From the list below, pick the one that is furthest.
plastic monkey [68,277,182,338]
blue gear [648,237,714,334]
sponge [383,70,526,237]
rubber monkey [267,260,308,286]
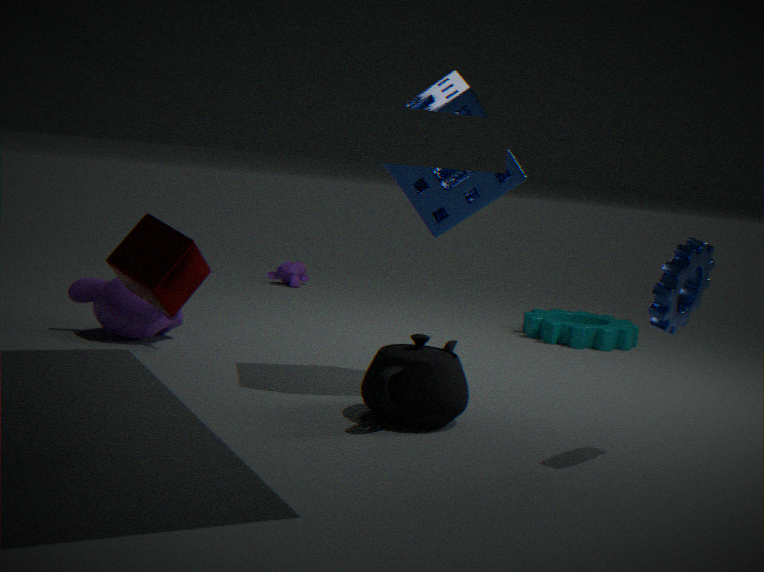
rubber monkey [267,260,308,286]
